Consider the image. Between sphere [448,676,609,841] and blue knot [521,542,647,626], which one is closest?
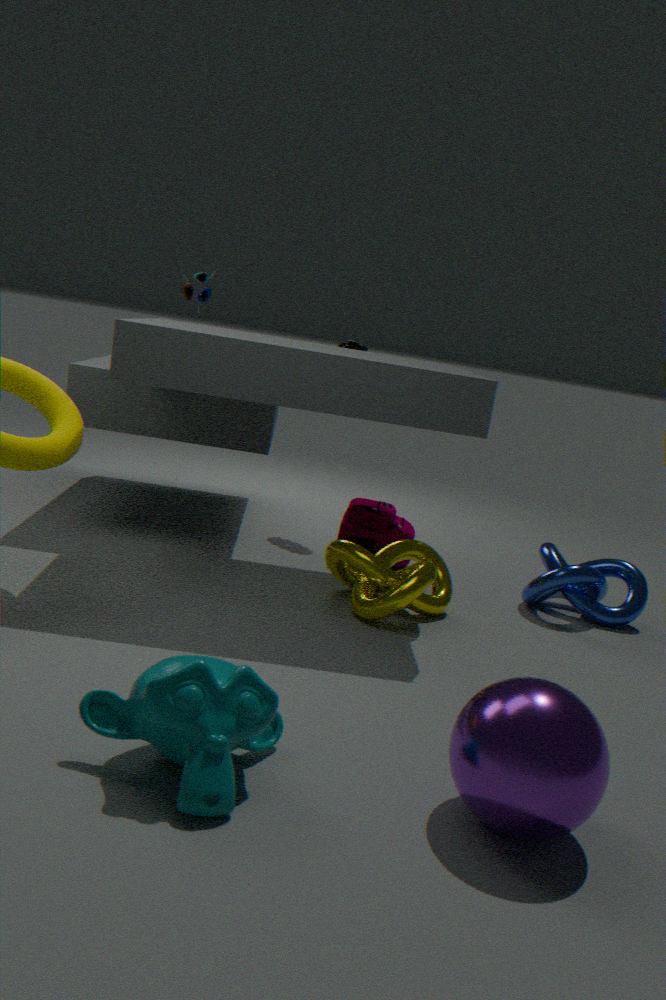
sphere [448,676,609,841]
